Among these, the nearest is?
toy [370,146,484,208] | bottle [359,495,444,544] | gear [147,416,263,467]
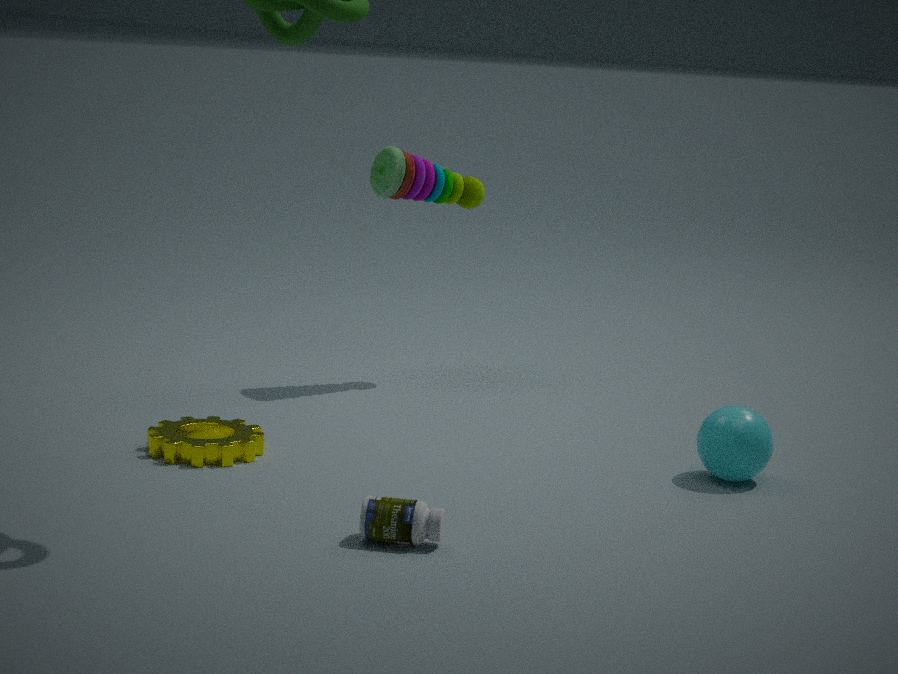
bottle [359,495,444,544]
